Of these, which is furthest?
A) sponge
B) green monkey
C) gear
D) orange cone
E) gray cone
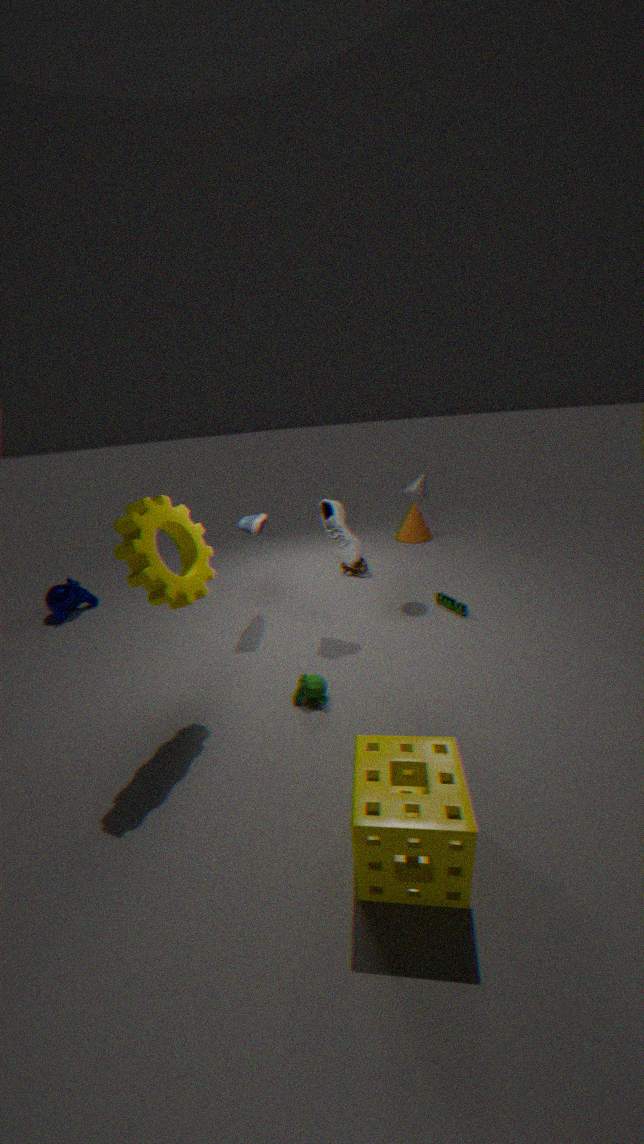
orange cone
